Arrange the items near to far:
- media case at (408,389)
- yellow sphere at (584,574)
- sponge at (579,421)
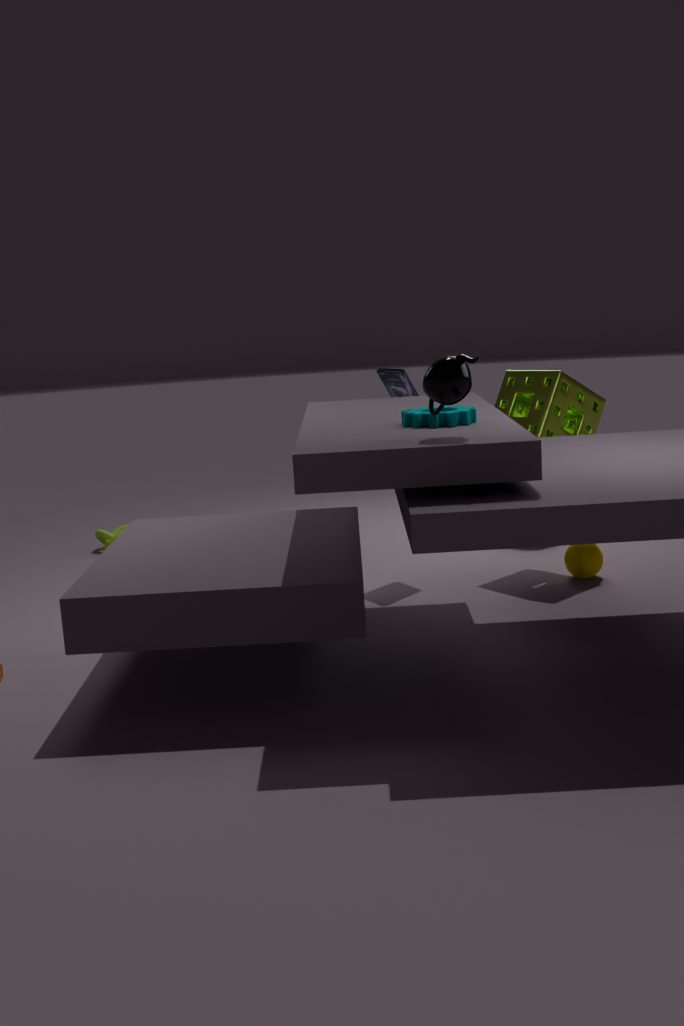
yellow sphere at (584,574)
sponge at (579,421)
media case at (408,389)
